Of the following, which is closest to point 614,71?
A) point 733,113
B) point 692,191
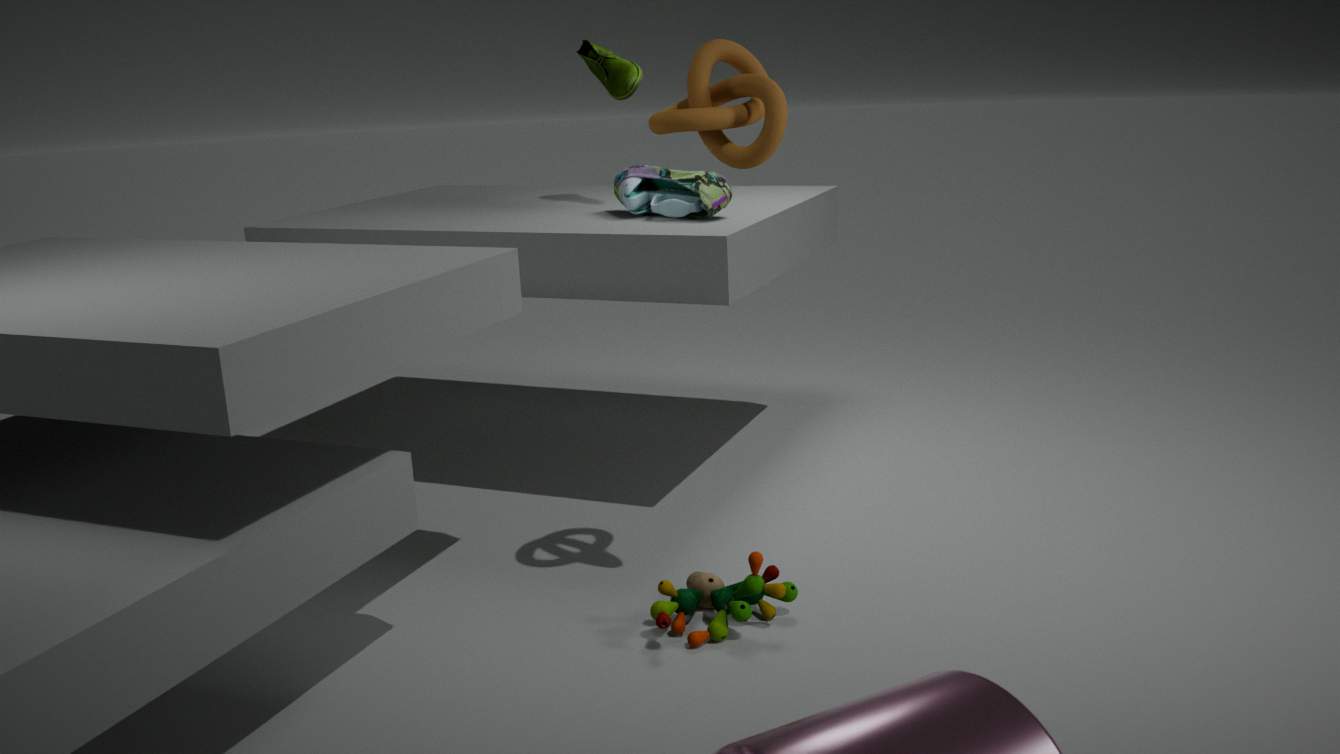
A: point 692,191
